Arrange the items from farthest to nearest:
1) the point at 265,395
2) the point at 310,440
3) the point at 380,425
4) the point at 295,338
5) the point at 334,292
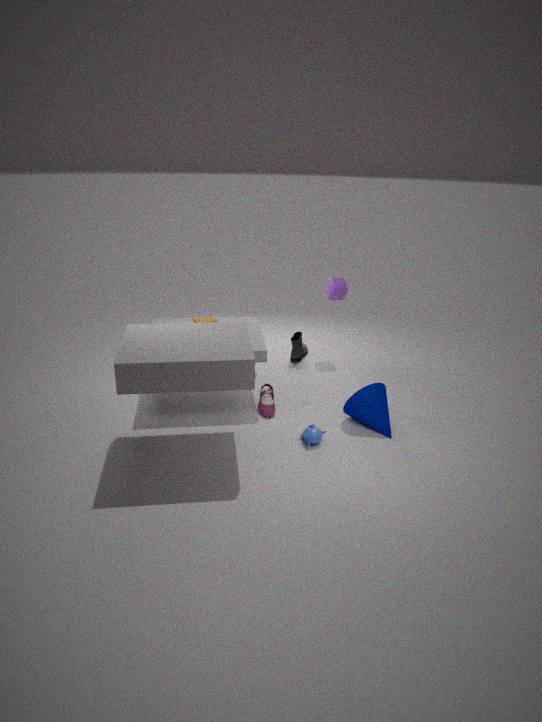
4. the point at 295,338 < 5. the point at 334,292 < 1. the point at 265,395 < 3. the point at 380,425 < 2. the point at 310,440
